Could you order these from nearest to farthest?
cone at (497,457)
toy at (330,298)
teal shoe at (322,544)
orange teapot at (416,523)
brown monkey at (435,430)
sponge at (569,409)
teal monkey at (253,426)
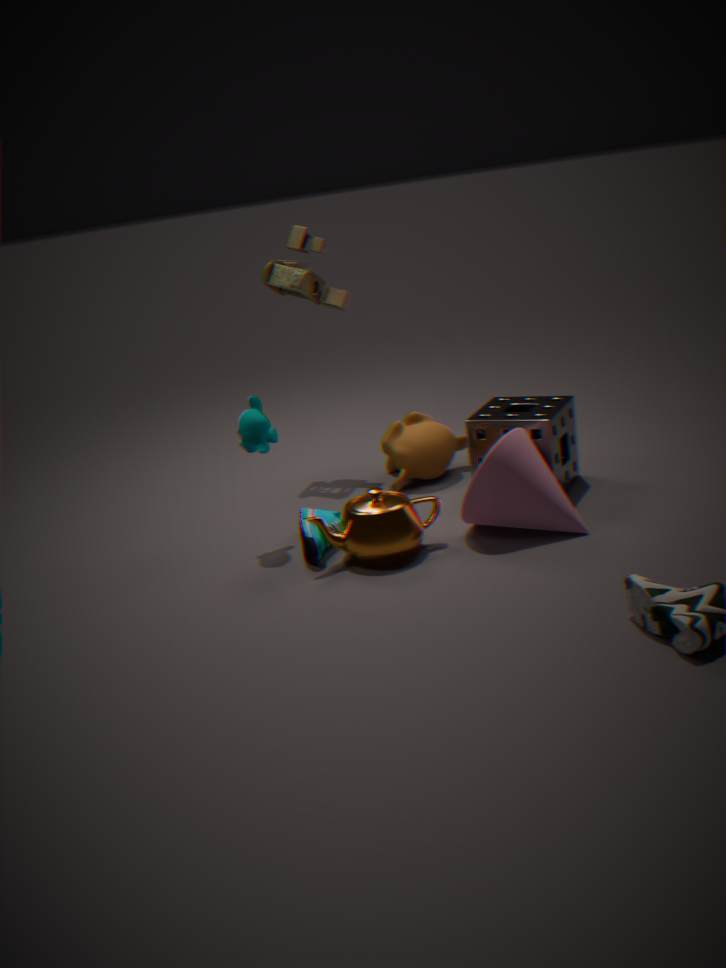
orange teapot at (416,523)
cone at (497,457)
teal shoe at (322,544)
teal monkey at (253,426)
sponge at (569,409)
brown monkey at (435,430)
toy at (330,298)
